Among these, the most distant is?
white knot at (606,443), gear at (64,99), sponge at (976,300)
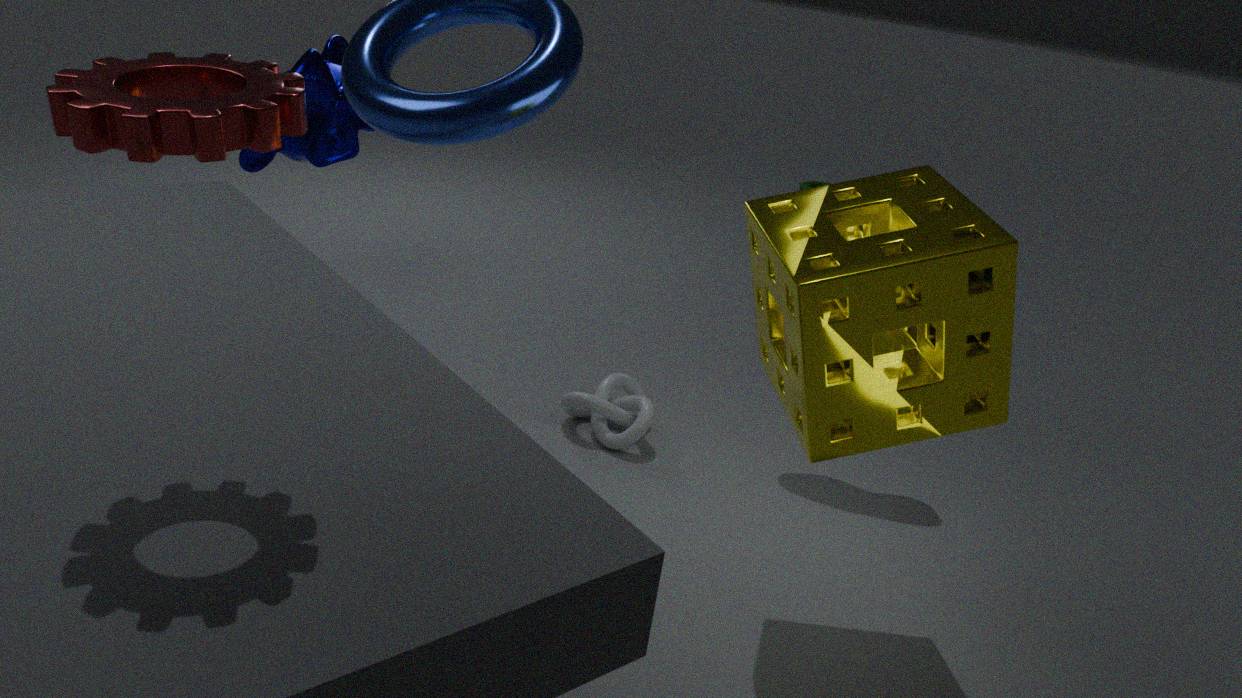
white knot at (606,443)
